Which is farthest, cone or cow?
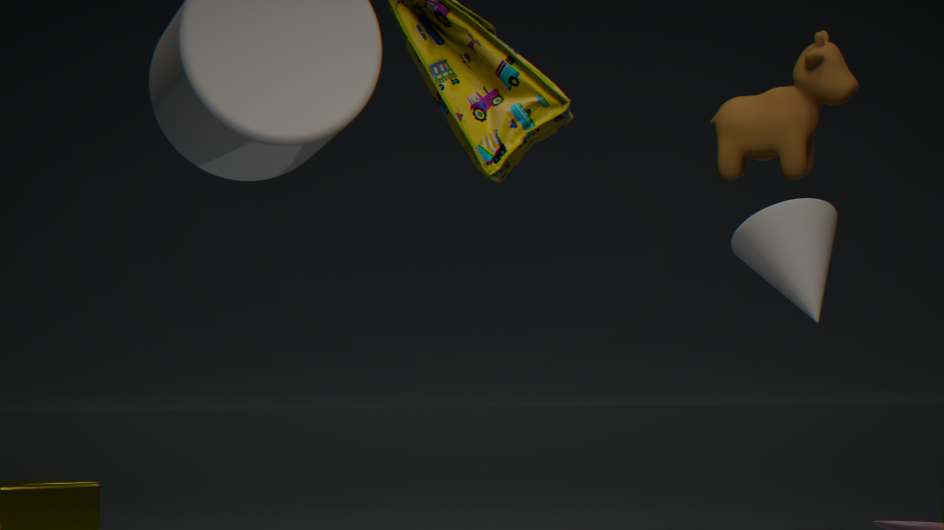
cone
